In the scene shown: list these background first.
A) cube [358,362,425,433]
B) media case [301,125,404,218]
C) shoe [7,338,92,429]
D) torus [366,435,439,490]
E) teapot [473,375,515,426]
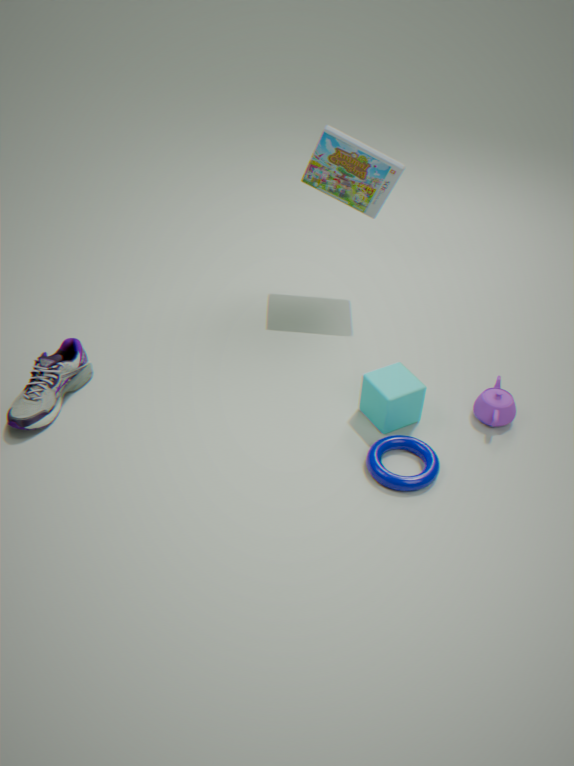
media case [301,125,404,218] < teapot [473,375,515,426] < cube [358,362,425,433] < shoe [7,338,92,429] < torus [366,435,439,490]
